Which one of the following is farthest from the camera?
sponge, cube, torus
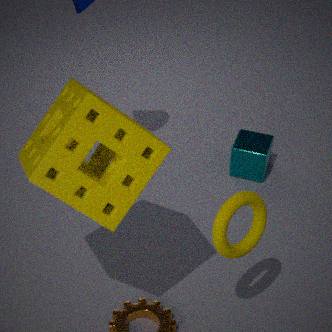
cube
